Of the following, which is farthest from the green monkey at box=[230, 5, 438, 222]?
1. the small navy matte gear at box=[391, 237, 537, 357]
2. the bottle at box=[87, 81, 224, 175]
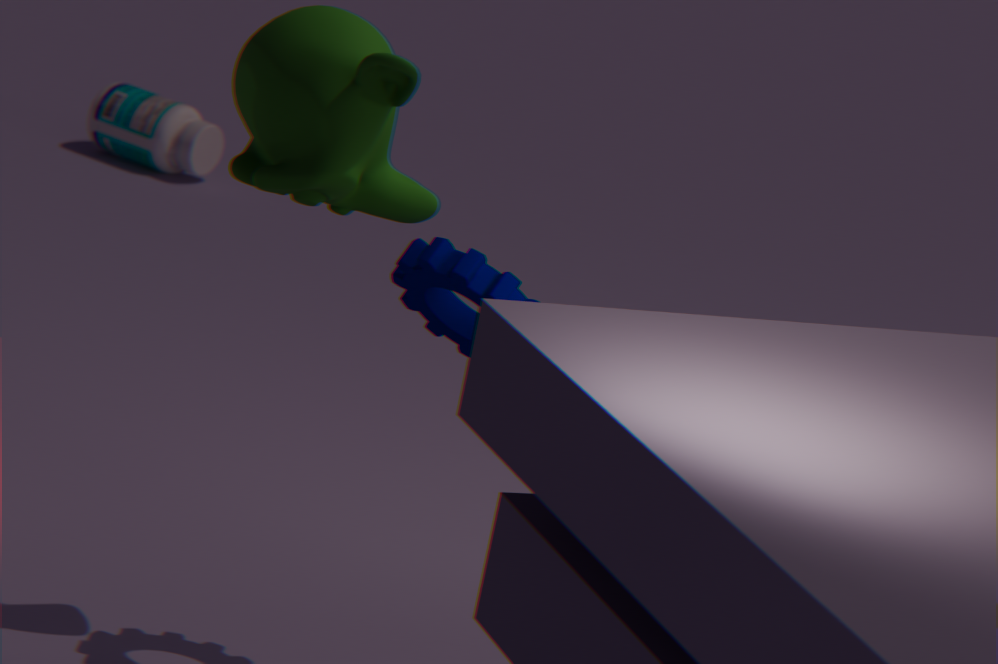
the bottle at box=[87, 81, 224, 175]
